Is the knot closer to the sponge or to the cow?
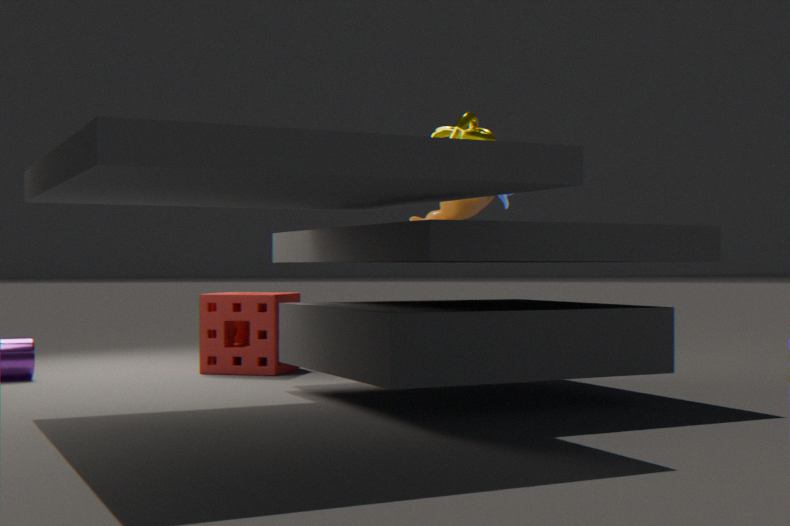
the cow
